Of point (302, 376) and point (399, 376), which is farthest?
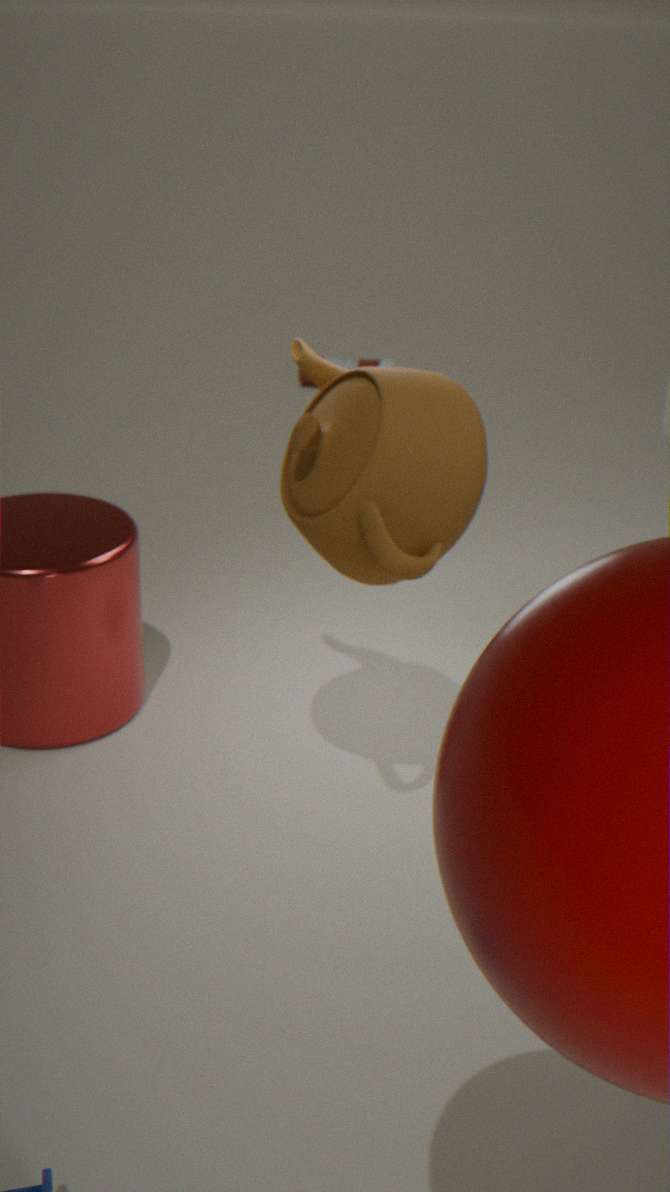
point (302, 376)
